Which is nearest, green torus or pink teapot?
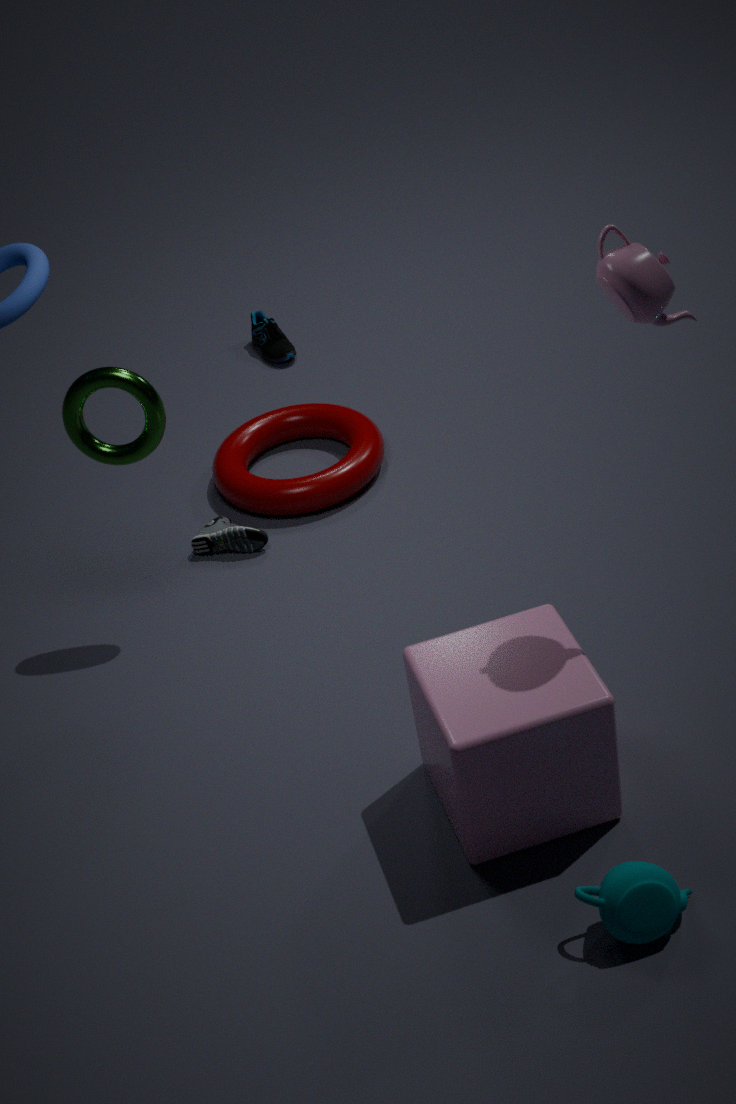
pink teapot
